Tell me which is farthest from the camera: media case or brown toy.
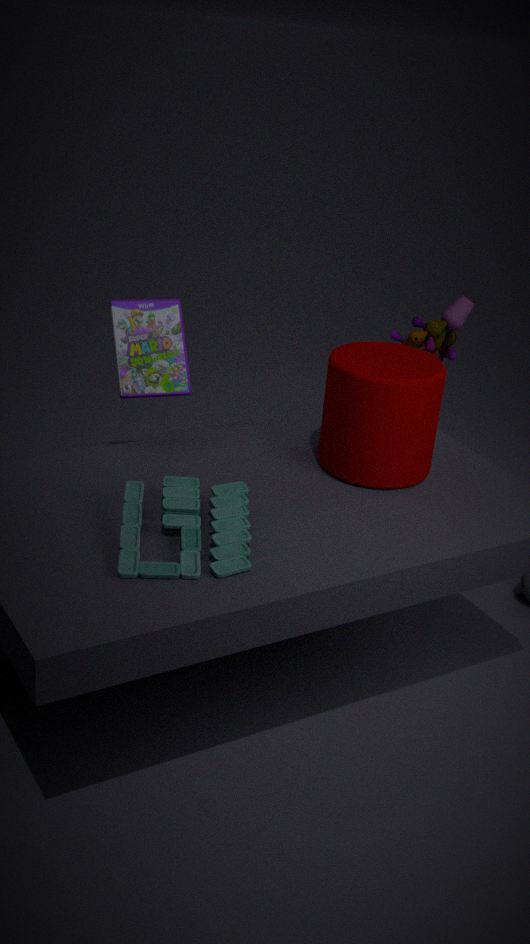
brown toy
